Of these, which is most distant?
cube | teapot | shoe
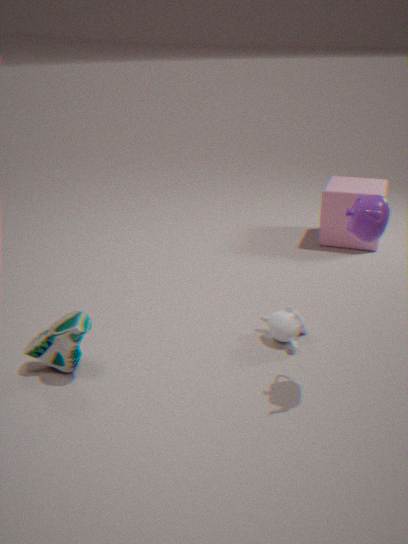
cube
